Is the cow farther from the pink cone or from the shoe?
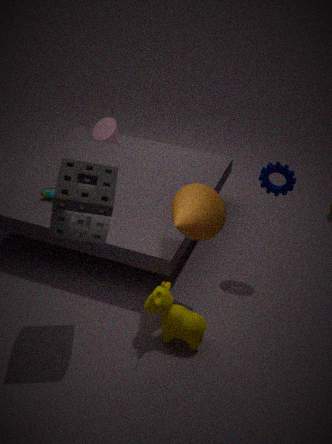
the pink cone
